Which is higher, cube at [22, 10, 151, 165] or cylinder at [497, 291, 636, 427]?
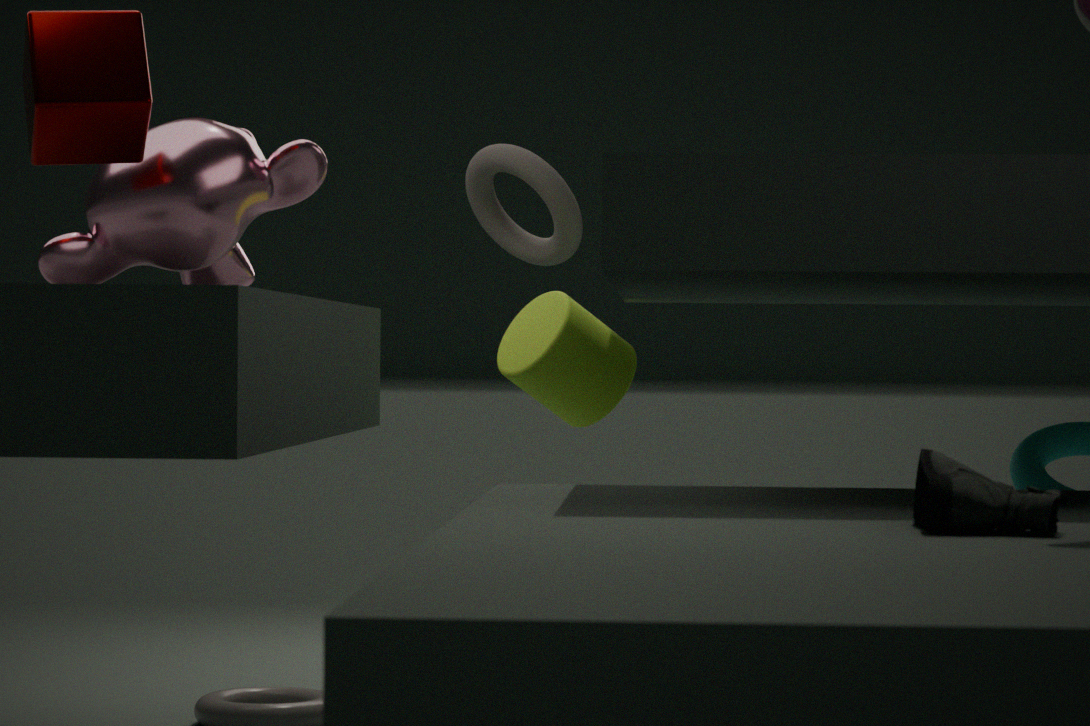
cube at [22, 10, 151, 165]
